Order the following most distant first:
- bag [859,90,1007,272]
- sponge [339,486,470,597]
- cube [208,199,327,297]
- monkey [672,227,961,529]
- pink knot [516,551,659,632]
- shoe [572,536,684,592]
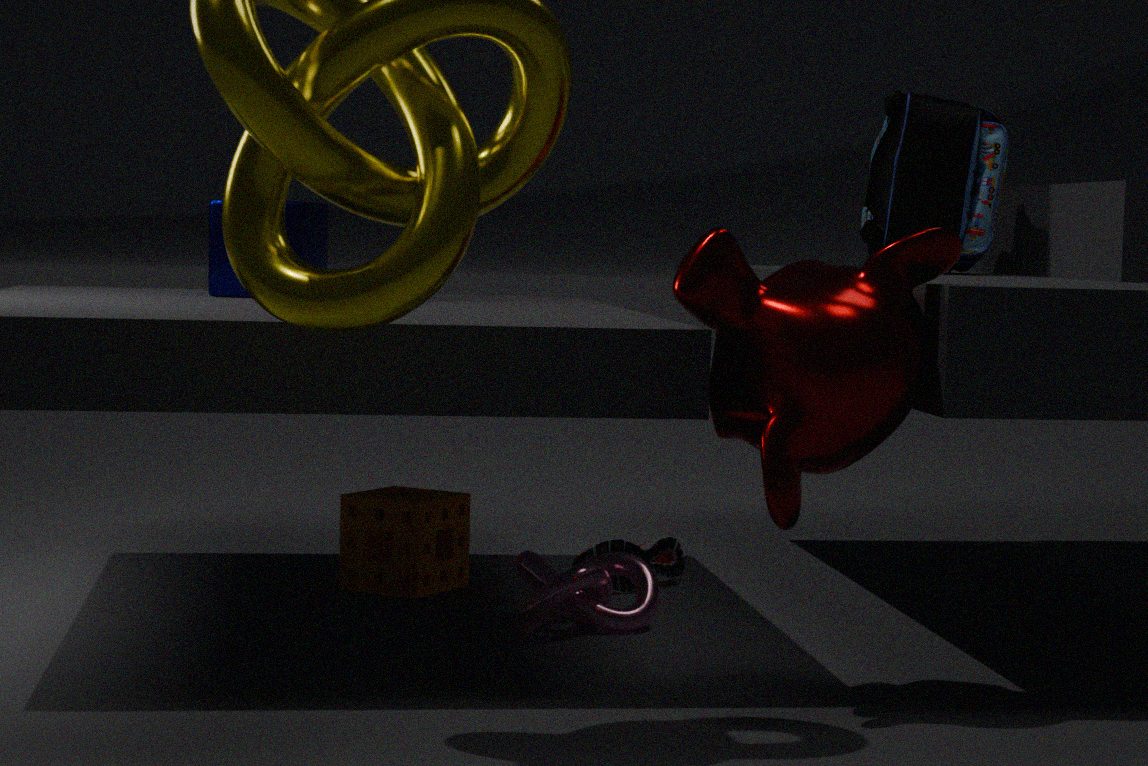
1. bag [859,90,1007,272]
2. shoe [572,536,684,592]
3. sponge [339,486,470,597]
4. cube [208,199,327,297]
5. pink knot [516,551,659,632]
6. monkey [672,227,961,529]
